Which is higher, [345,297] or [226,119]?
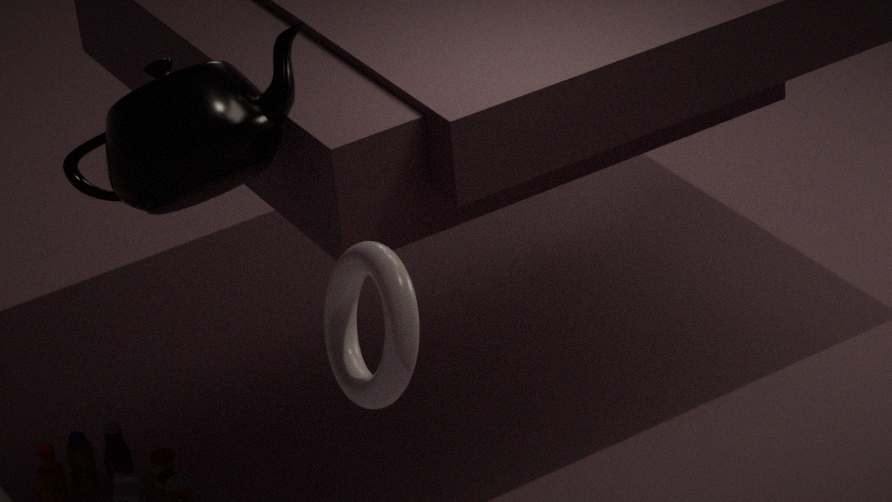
[226,119]
